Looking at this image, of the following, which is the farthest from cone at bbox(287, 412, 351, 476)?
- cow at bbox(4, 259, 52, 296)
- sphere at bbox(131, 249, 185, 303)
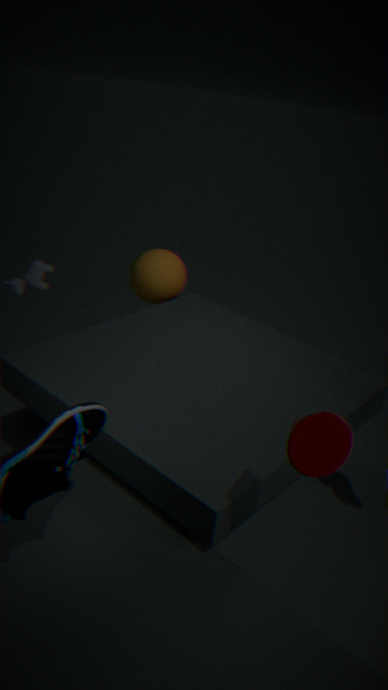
sphere at bbox(131, 249, 185, 303)
